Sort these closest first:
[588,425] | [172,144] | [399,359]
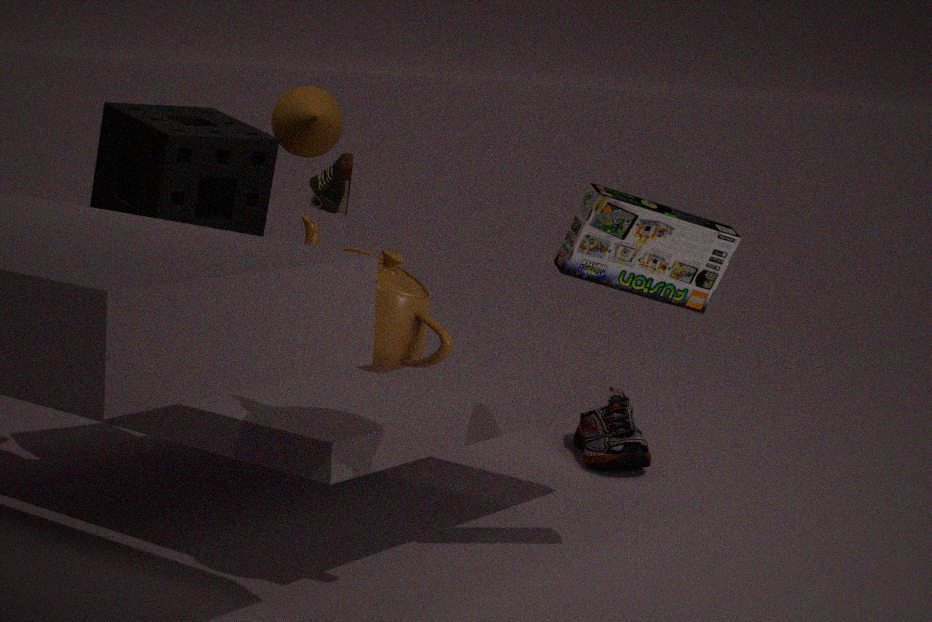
[399,359] → [172,144] → [588,425]
